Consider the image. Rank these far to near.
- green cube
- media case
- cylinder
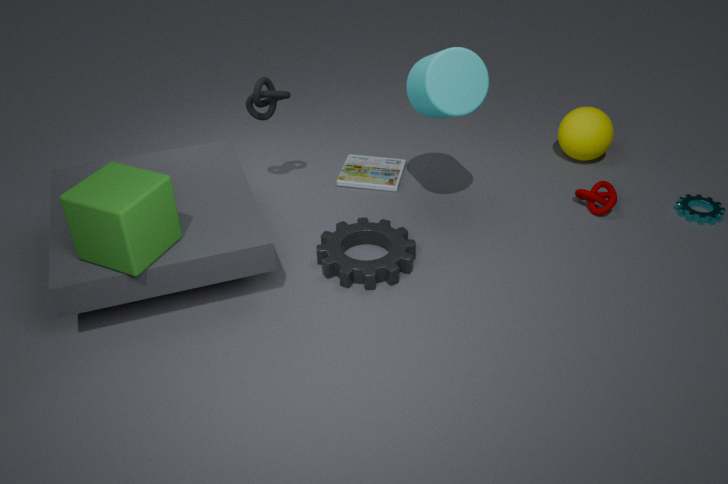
1. media case
2. cylinder
3. green cube
